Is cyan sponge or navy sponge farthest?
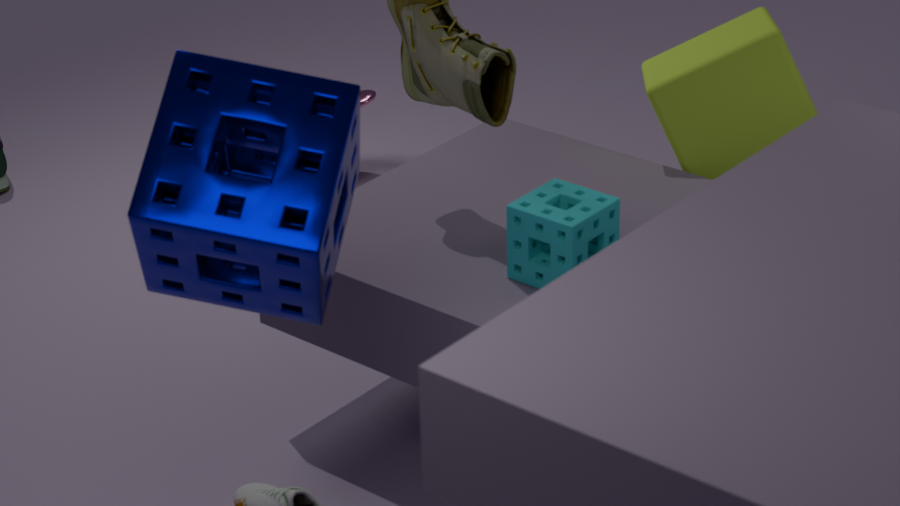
cyan sponge
